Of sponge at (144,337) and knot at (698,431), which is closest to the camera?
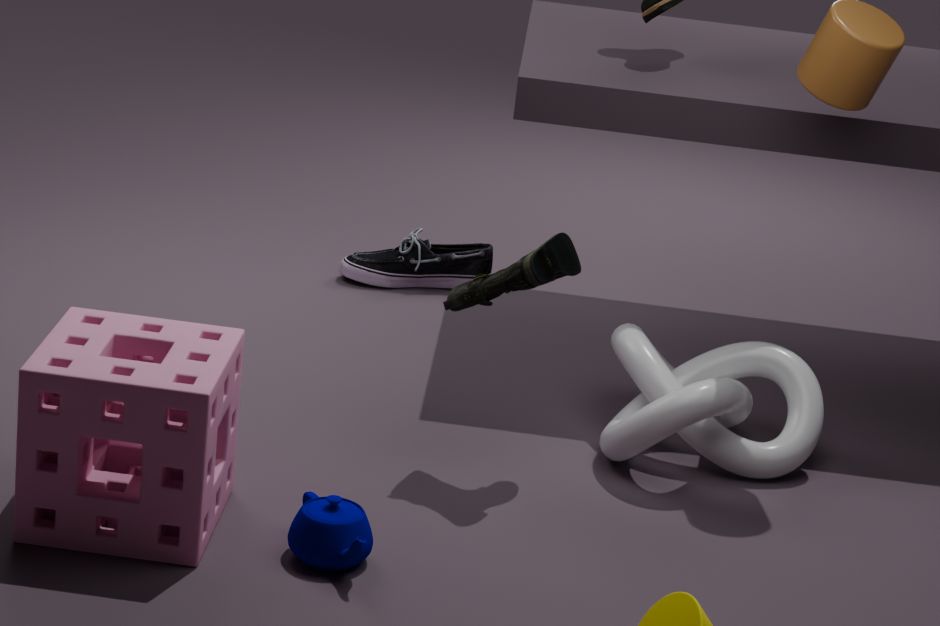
sponge at (144,337)
